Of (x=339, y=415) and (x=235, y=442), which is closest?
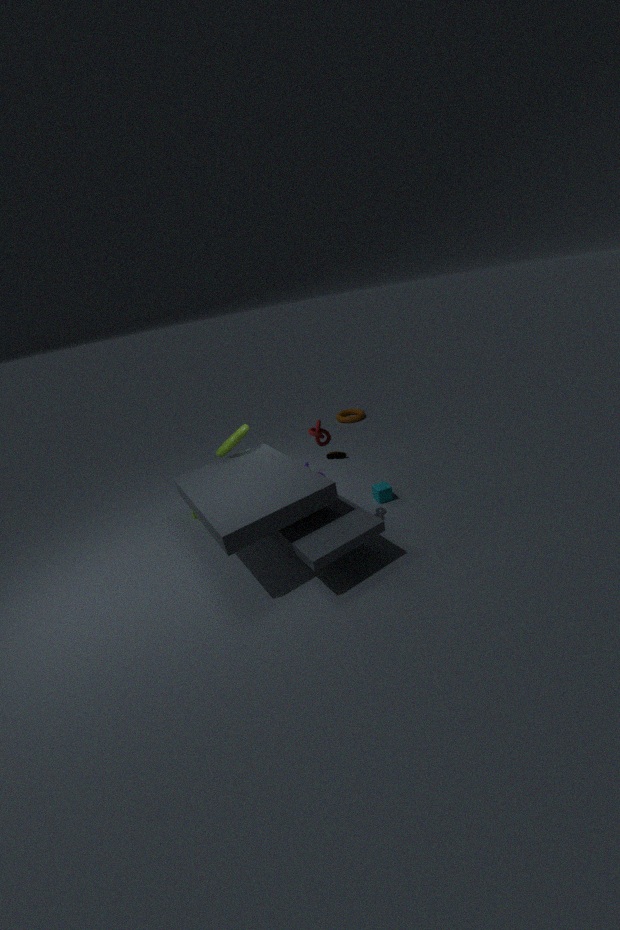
(x=235, y=442)
